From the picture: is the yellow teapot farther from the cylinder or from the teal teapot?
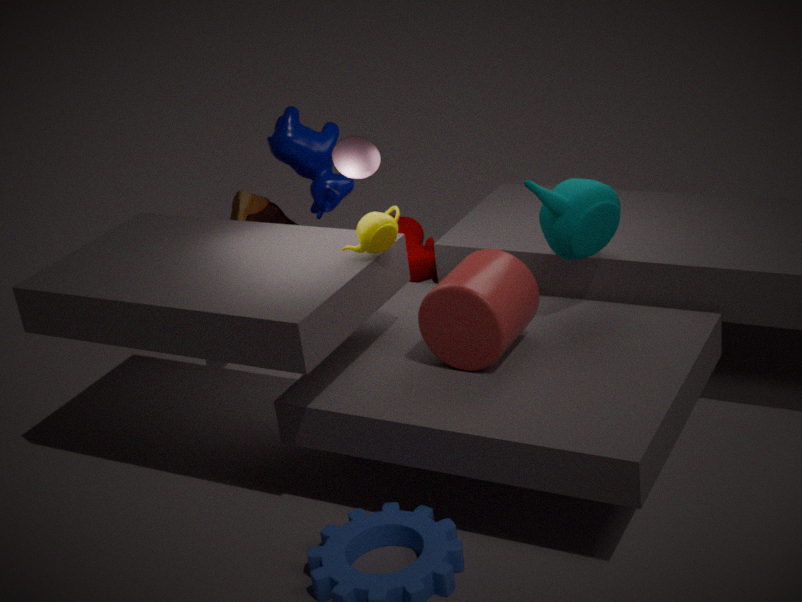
the teal teapot
